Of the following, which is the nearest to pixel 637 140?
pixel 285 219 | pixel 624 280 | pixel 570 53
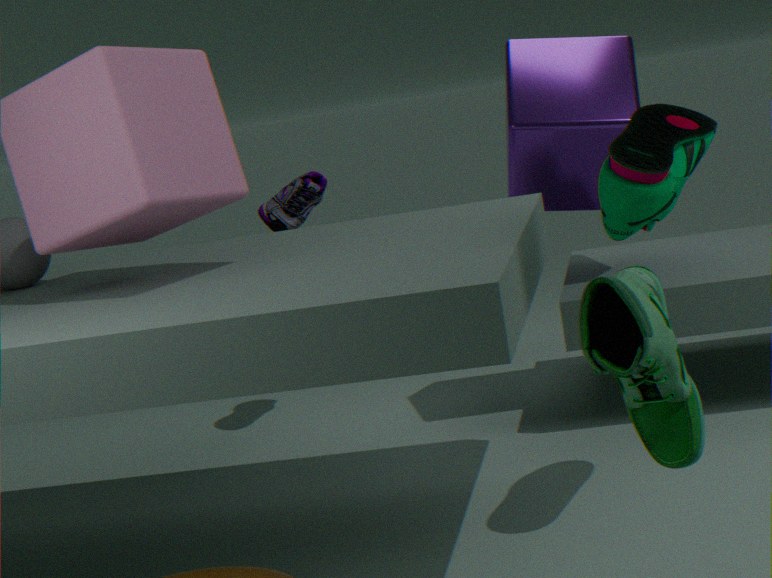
pixel 624 280
